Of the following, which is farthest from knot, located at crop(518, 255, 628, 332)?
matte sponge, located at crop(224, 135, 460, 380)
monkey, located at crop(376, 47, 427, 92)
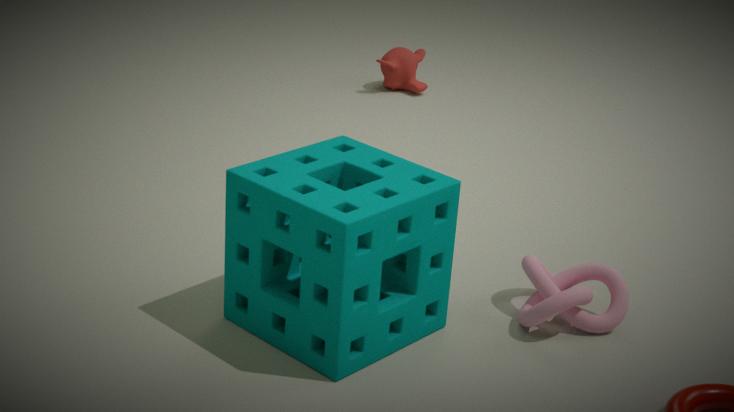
monkey, located at crop(376, 47, 427, 92)
